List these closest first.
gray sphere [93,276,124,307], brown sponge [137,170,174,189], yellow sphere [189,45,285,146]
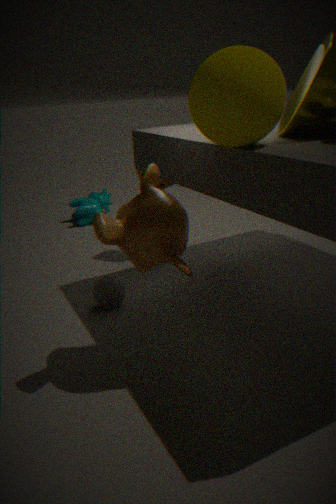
yellow sphere [189,45,285,146]
gray sphere [93,276,124,307]
brown sponge [137,170,174,189]
